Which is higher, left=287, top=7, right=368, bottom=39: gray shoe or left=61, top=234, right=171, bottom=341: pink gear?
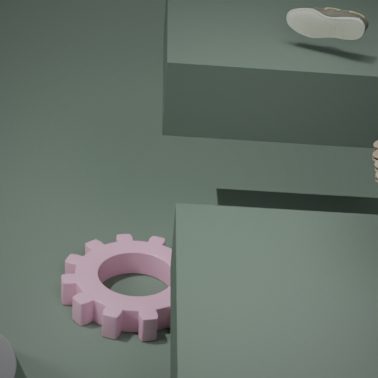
left=287, top=7, right=368, bottom=39: gray shoe
